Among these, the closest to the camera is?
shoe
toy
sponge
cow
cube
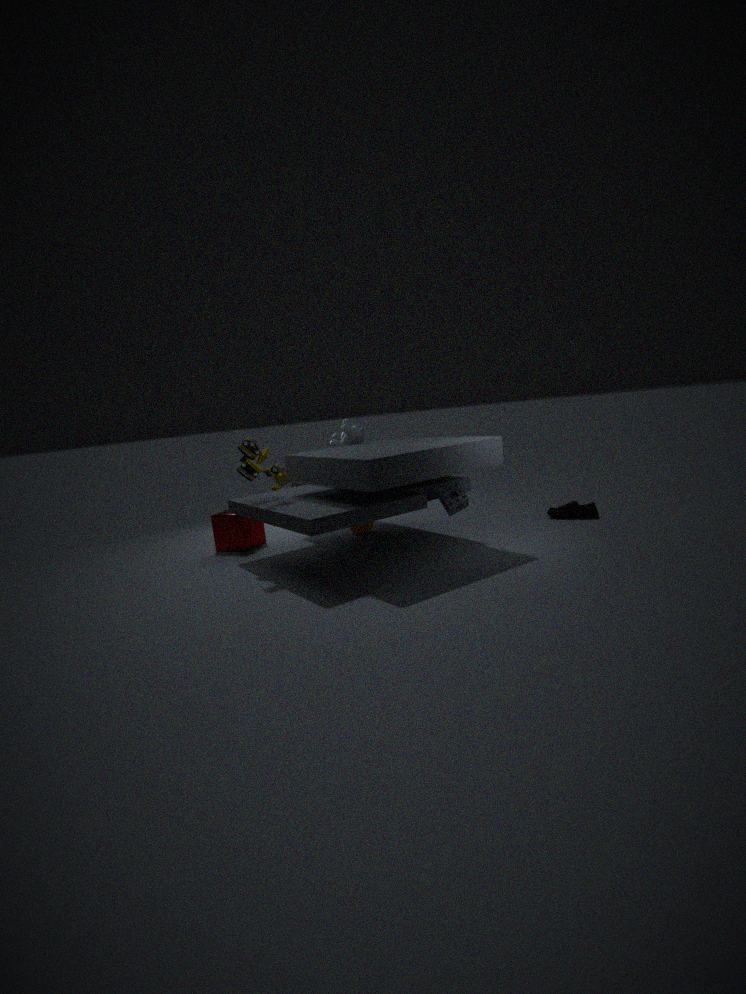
toy
